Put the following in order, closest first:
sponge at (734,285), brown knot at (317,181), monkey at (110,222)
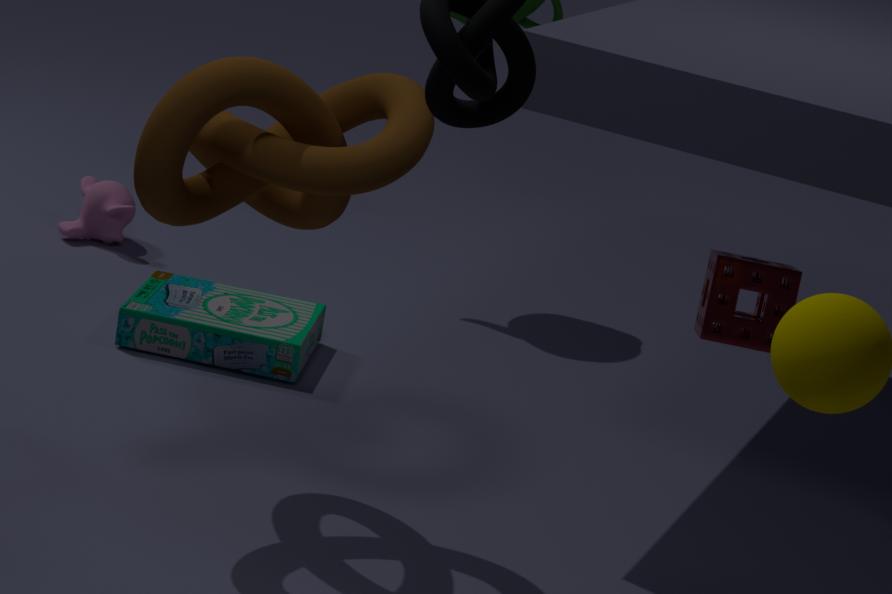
1. brown knot at (317,181)
2. sponge at (734,285)
3. monkey at (110,222)
